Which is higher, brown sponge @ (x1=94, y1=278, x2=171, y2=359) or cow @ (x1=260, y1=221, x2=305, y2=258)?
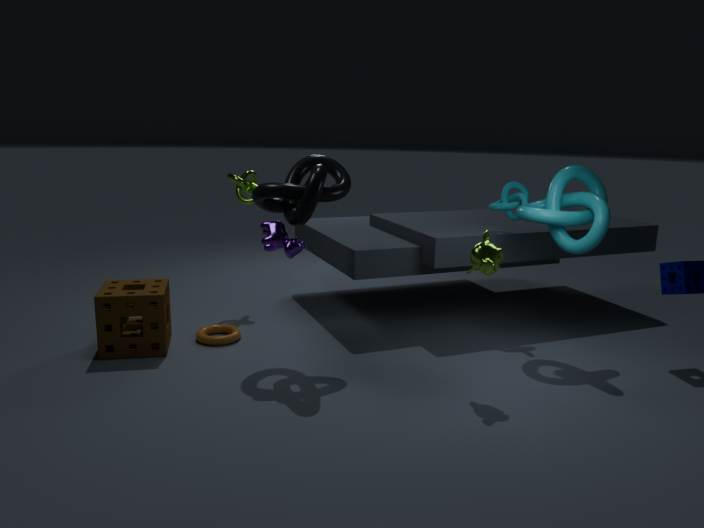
cow @ (x1=260, y1=221, x2=305, y2=258)
